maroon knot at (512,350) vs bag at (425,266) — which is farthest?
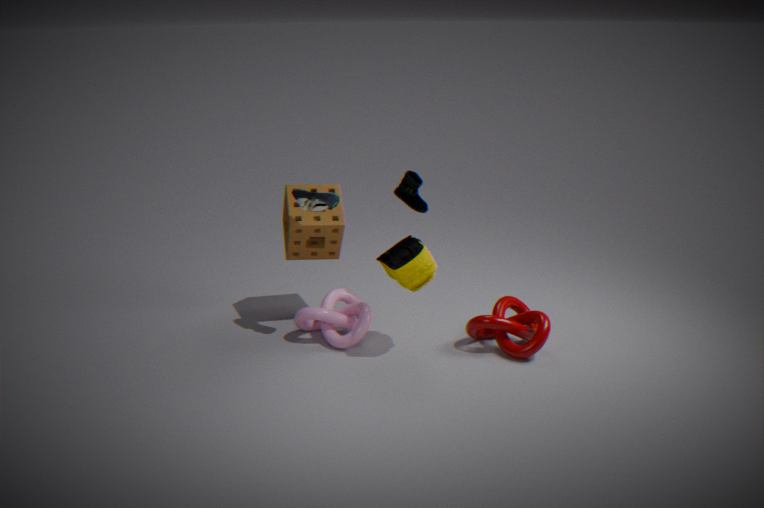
maroon knot at (512,350)
